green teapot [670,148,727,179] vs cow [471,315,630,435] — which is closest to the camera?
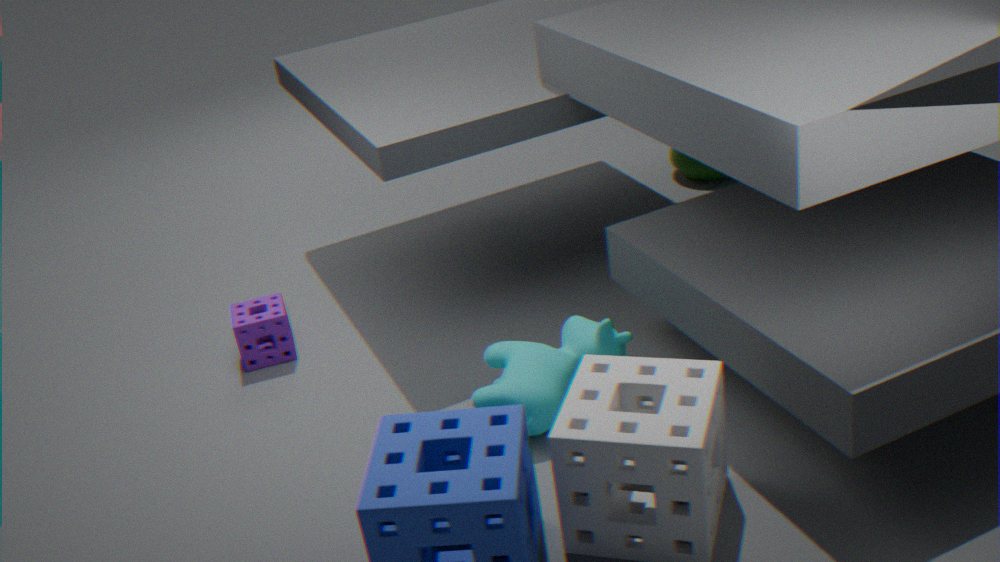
cow [471,315,630,435]
